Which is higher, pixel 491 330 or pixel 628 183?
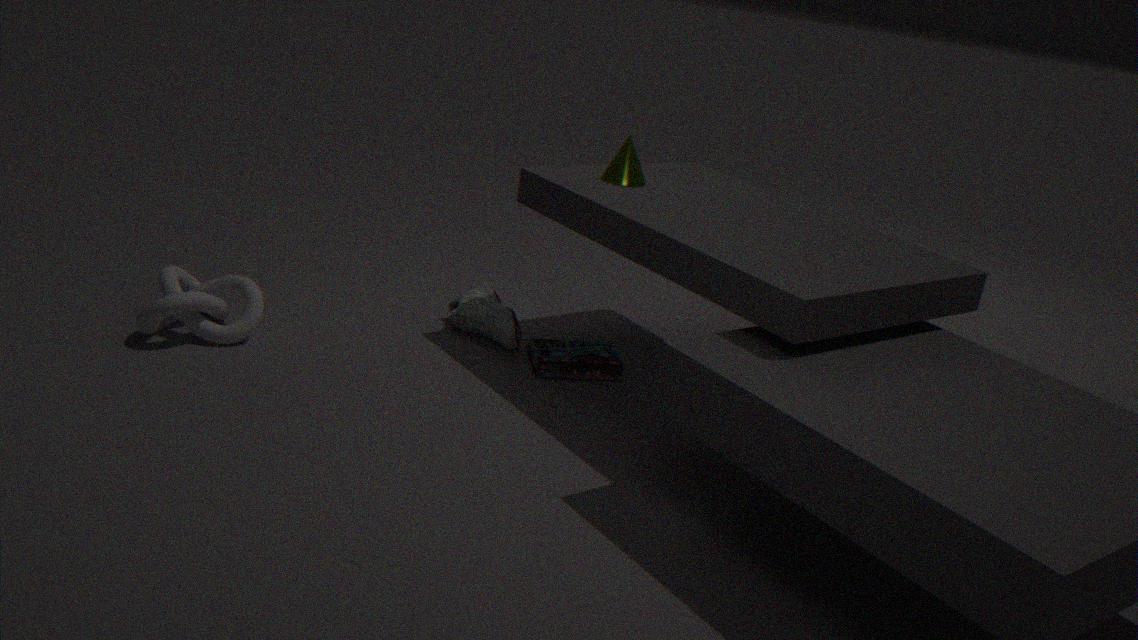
Result: pixel 628 183
